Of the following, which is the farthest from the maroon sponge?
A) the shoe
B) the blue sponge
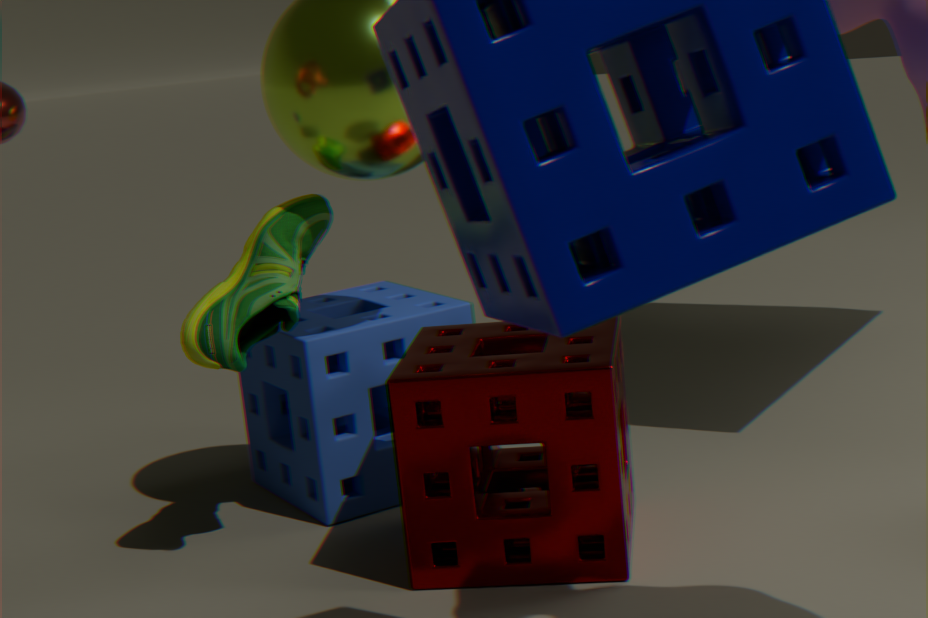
the shoe
